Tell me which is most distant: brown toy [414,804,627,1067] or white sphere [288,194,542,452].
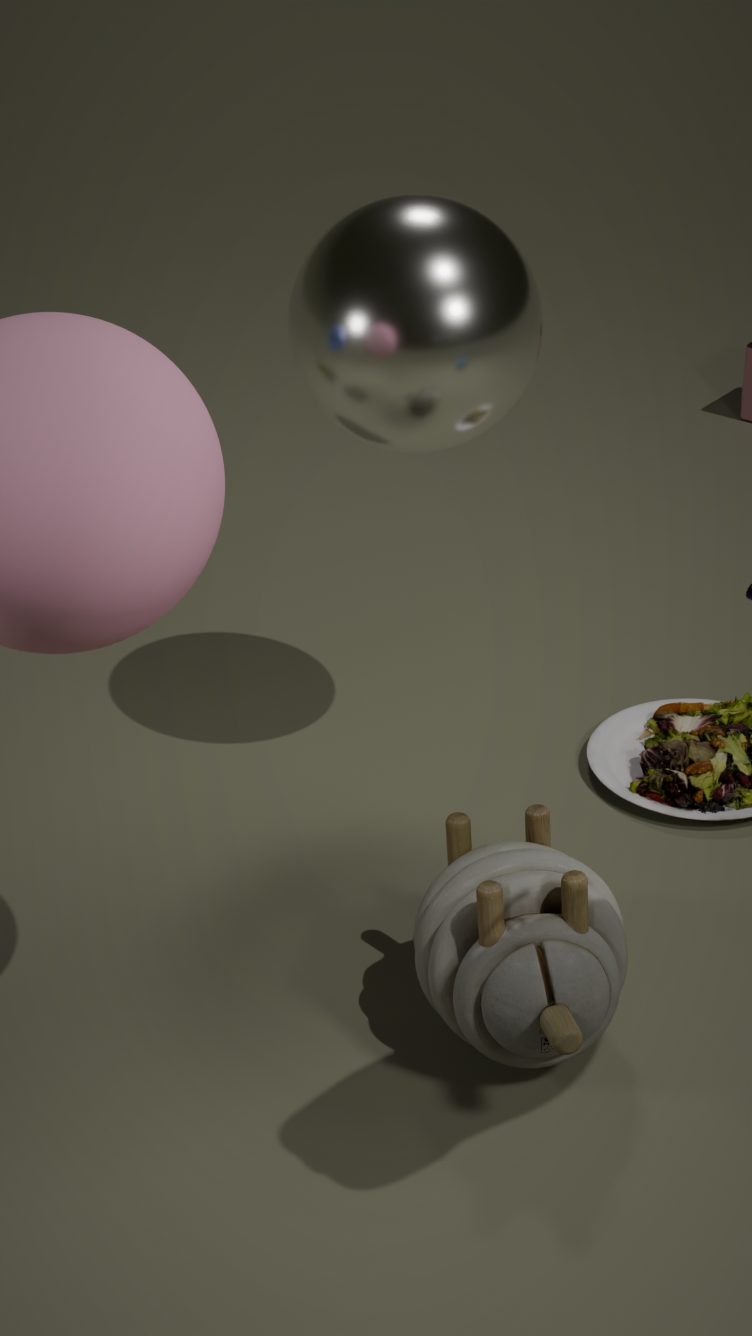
white sphere [288,194,542,452]
